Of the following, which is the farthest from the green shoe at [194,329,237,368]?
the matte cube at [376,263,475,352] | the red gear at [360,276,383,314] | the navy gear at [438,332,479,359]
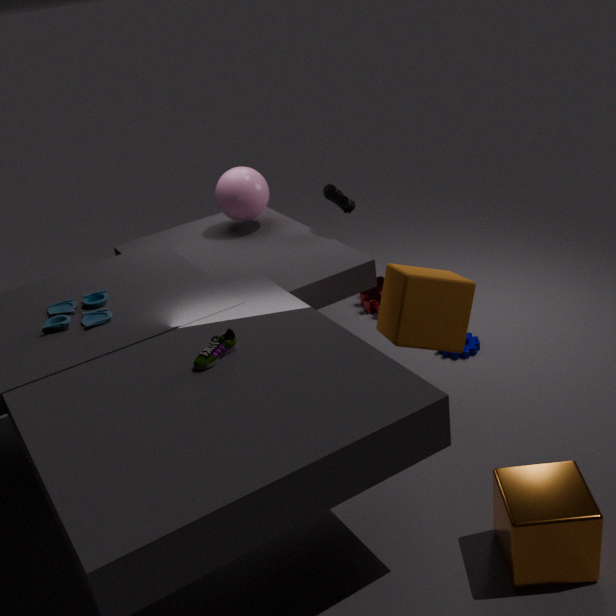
the red gear at [360,276,383,314]
